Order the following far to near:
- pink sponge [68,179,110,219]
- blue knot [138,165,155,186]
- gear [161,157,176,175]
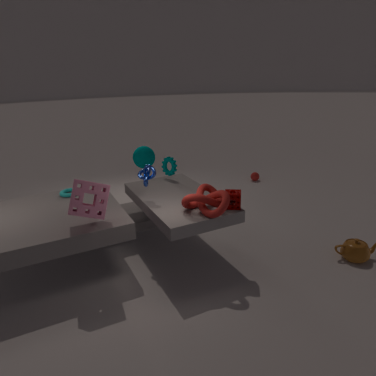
gear [161,157,176,175] < blue knot [138,165,155,186] < pink sponge [68,179,110,219]
